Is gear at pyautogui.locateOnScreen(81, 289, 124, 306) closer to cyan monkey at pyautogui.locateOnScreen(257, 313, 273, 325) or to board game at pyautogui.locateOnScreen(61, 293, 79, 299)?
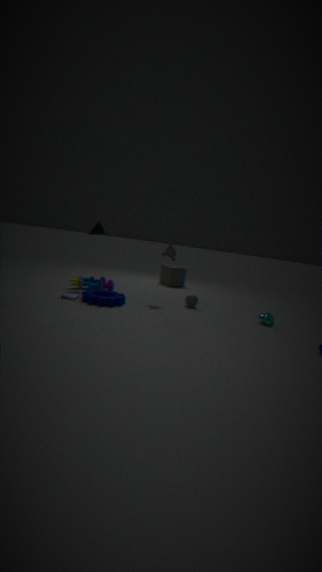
board game at pyautogui.locateOnScreen(61, 293, 79, 299)
